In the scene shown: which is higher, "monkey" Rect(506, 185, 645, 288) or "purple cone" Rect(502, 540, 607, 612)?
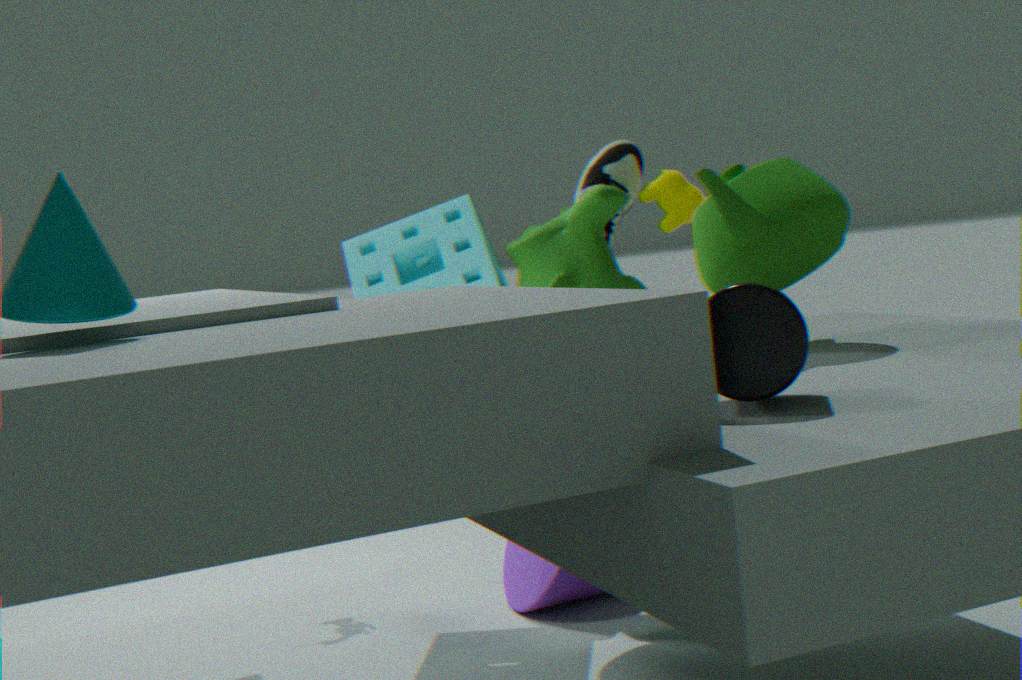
"monkey" Rect(506, 185, 645, 288)
